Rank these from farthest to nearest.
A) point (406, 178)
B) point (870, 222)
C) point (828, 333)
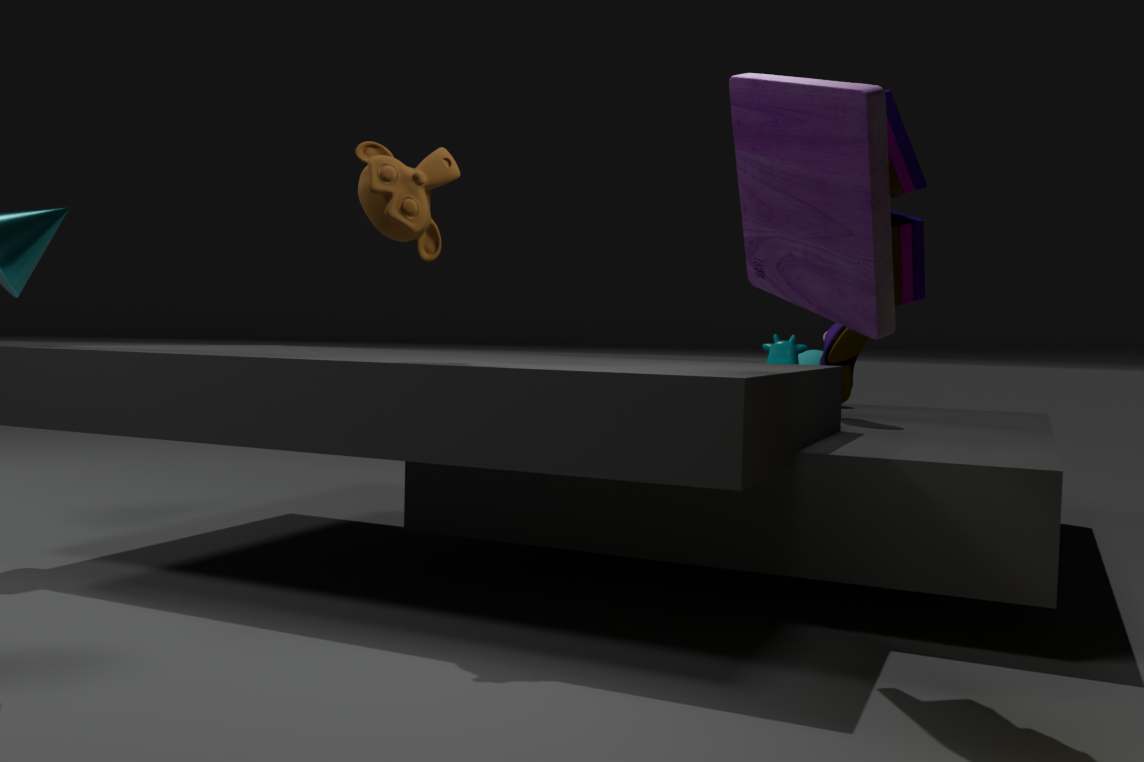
1. point (828, 333)
2. point (406, 178)
3. point (870, 222)
